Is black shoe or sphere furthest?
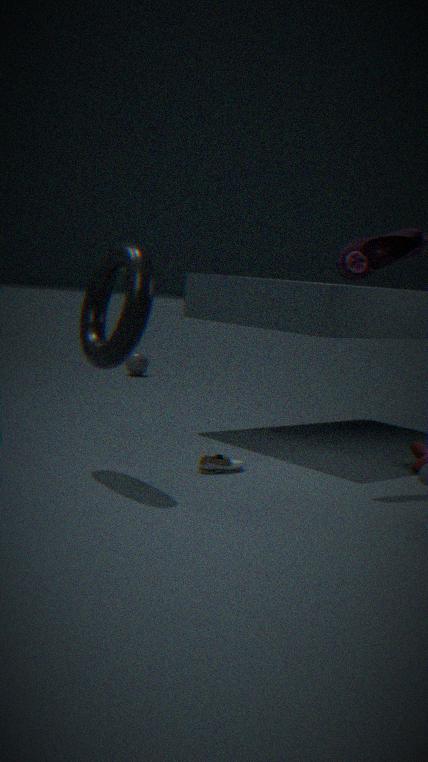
sphere
